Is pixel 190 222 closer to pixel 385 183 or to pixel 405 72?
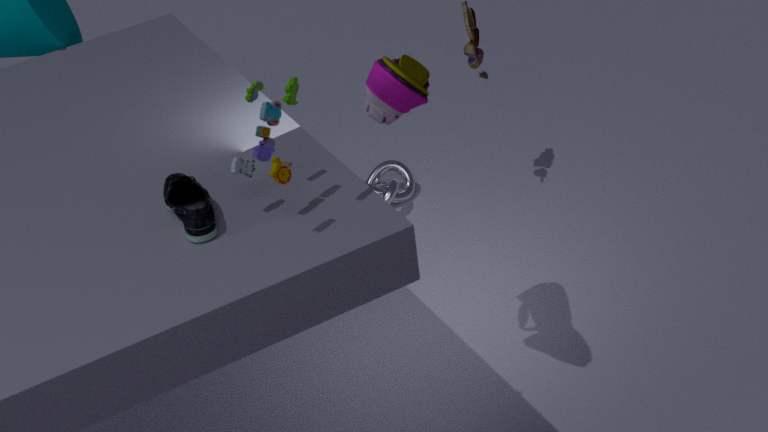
pixel 405 72
